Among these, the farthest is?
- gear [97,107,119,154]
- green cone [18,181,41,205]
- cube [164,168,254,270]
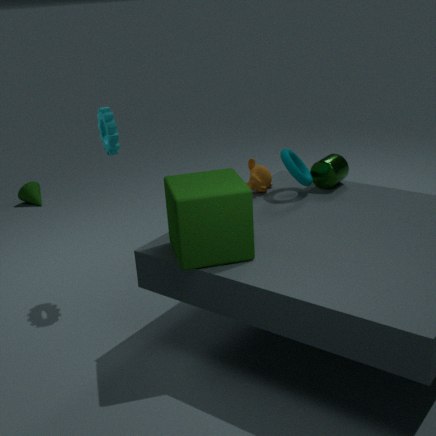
green cone [18,181,41,205]
